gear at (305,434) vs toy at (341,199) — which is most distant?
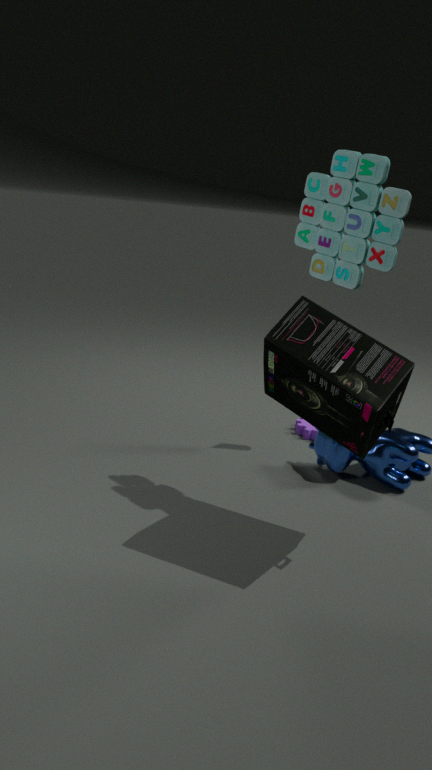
gear at (305,434)
